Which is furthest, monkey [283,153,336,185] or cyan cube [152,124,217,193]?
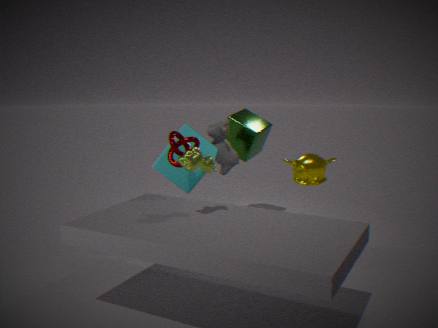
monkey [283,153,336,185]
